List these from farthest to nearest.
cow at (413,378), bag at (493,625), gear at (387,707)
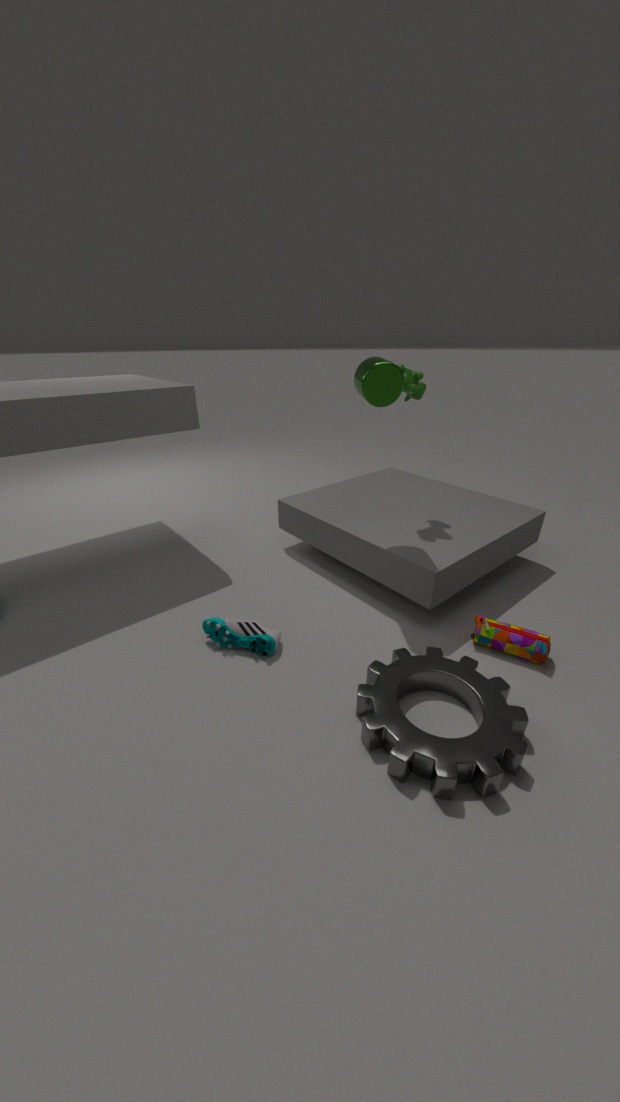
cow at (413,378) → bag at (493,625) → gear at (387,707)
